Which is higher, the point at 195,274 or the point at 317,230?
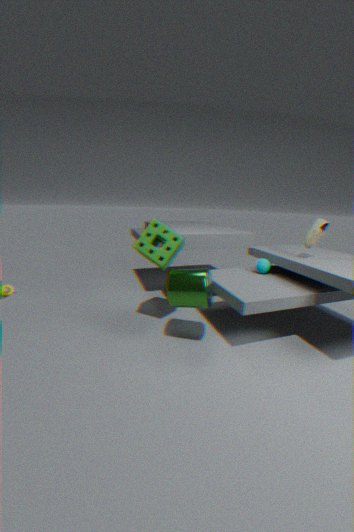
the point at 317,230
